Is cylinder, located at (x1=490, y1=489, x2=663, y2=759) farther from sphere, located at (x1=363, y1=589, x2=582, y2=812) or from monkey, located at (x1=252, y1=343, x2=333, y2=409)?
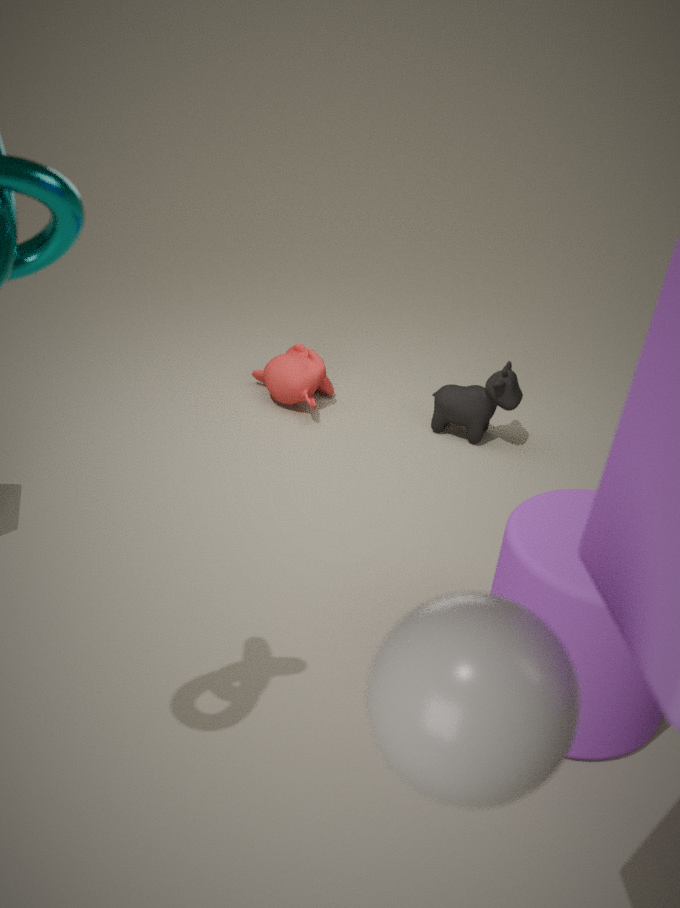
sphere, located at (x1=363, y1=589, x2=582, y2=812)
